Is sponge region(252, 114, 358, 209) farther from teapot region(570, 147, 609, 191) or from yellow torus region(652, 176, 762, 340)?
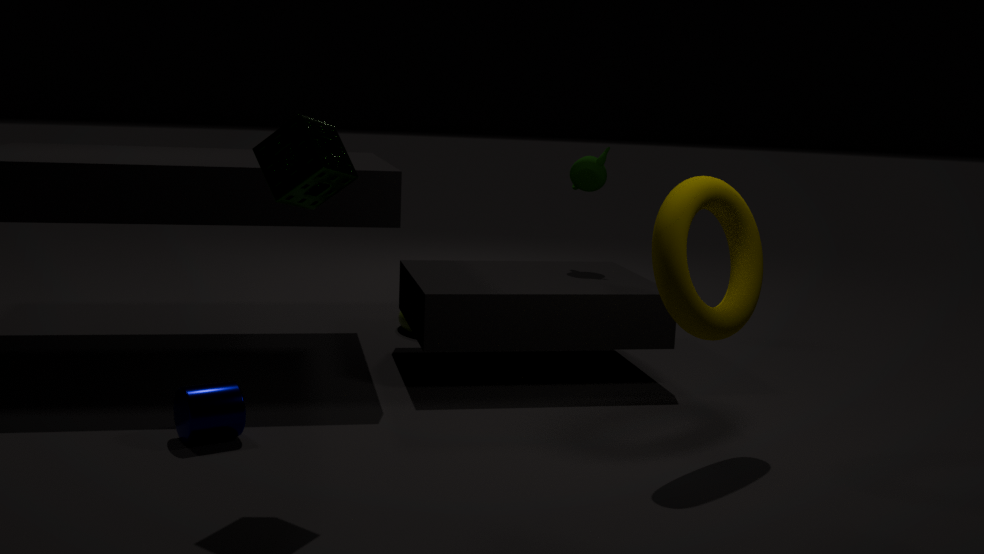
teapot region(570, 147, 609, 191)
